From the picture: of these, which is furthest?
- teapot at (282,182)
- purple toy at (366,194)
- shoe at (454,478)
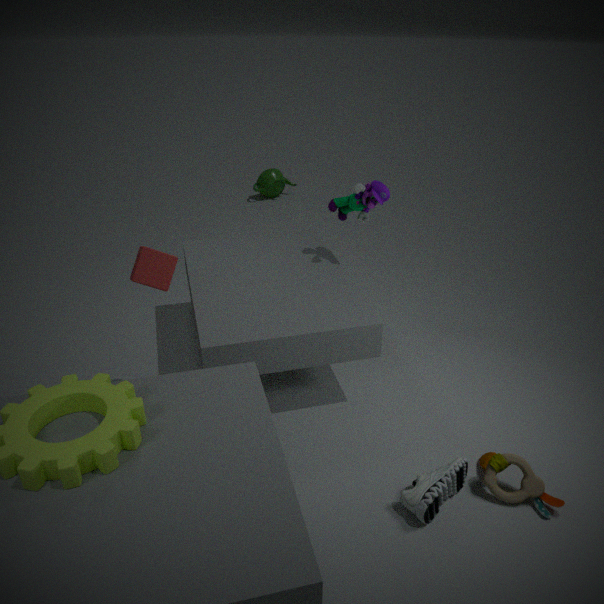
teapot at (282,182)
